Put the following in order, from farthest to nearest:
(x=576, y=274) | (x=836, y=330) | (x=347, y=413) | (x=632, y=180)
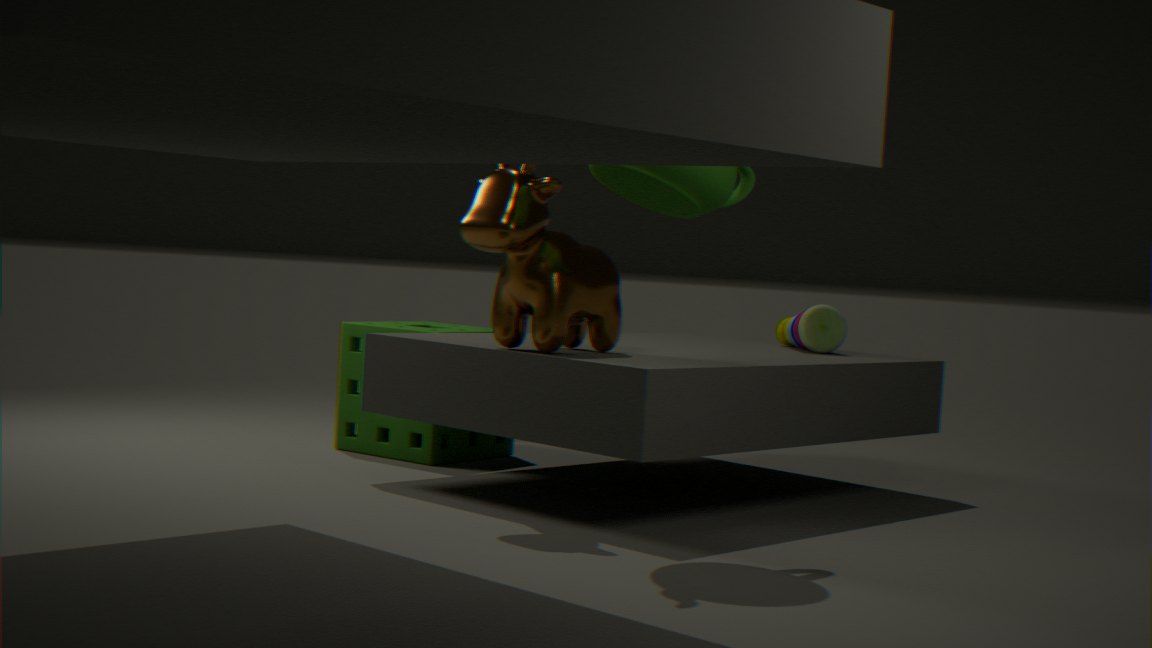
1. (x=347, y=413)
2. (x=836, y=330)
3. (x=576, y=274)
4. (x=632, y=180)
